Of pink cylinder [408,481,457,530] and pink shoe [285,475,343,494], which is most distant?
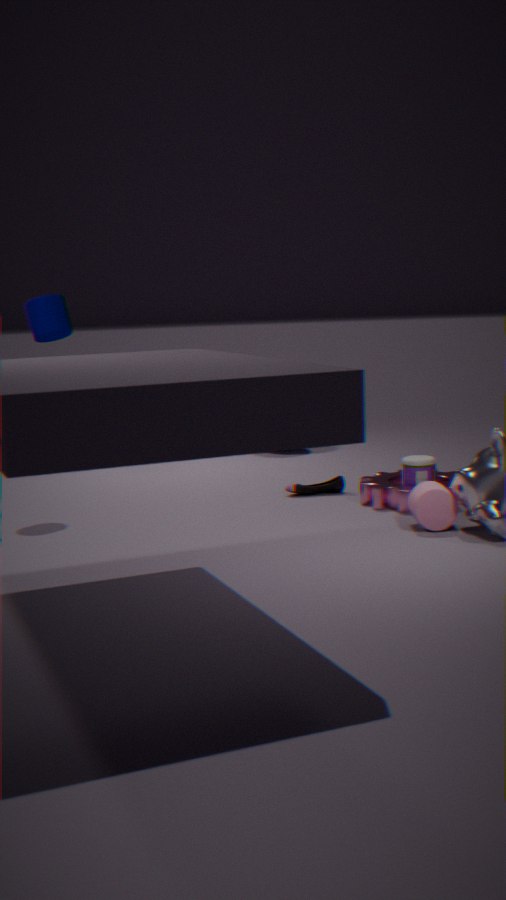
pink shoe [285,475,343,494]
